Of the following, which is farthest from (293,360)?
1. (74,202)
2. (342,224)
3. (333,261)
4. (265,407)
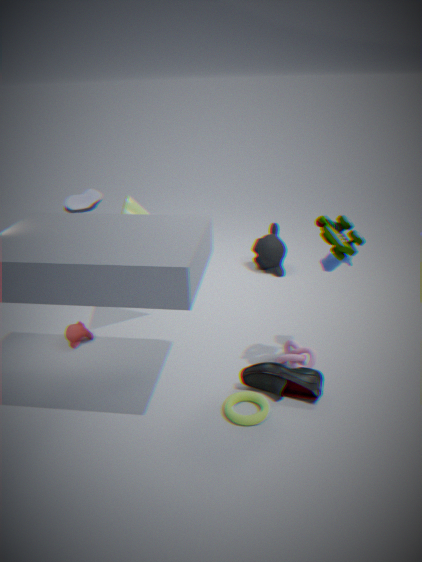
(74,202)
